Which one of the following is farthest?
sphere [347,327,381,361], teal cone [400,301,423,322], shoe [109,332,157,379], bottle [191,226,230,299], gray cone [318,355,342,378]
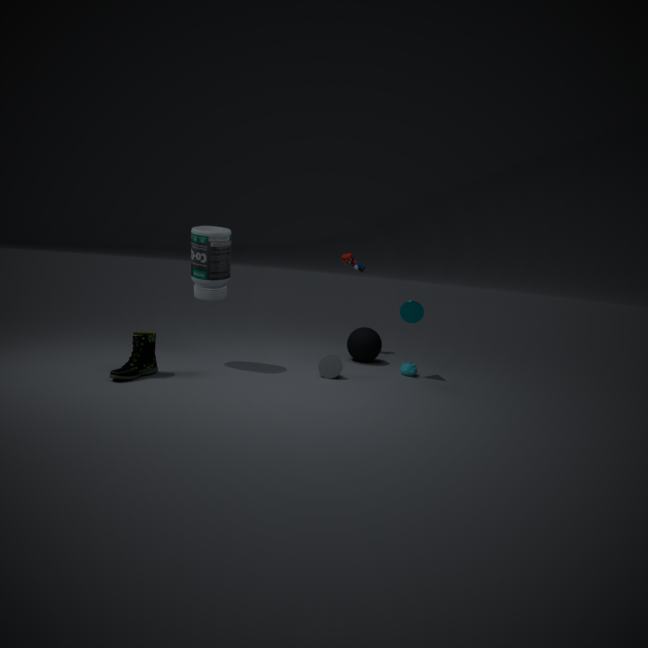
sphere [347,327,381,361]
